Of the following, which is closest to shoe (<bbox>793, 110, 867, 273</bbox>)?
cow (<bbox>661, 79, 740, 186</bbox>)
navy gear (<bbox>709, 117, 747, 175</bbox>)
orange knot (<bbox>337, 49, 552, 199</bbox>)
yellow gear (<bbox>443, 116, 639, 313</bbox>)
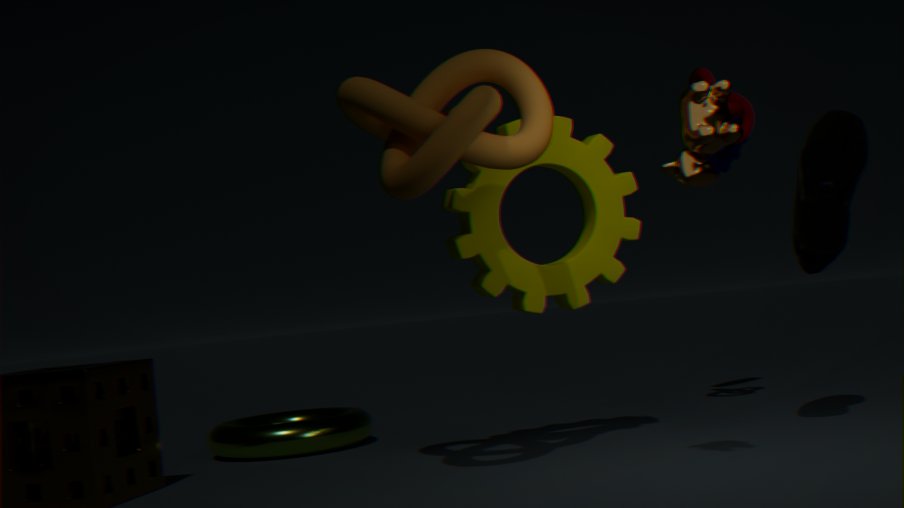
yellow gear (<bbox>443, 116, 639, 313</bbox>)
